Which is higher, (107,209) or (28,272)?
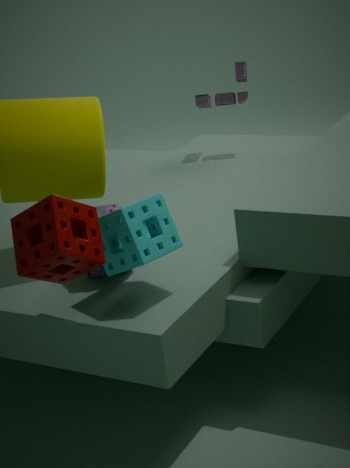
(28,272)
